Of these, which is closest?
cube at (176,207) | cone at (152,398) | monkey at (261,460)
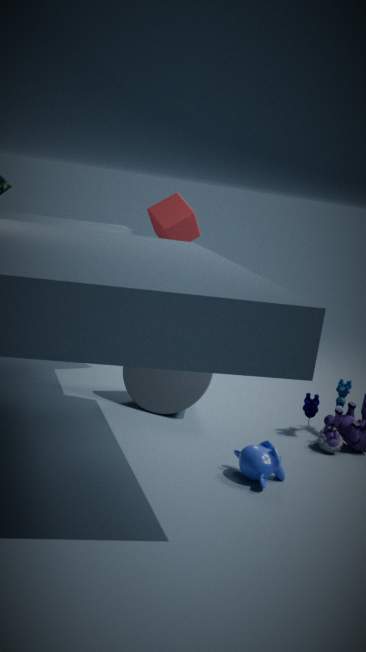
monkey at (261,460)
